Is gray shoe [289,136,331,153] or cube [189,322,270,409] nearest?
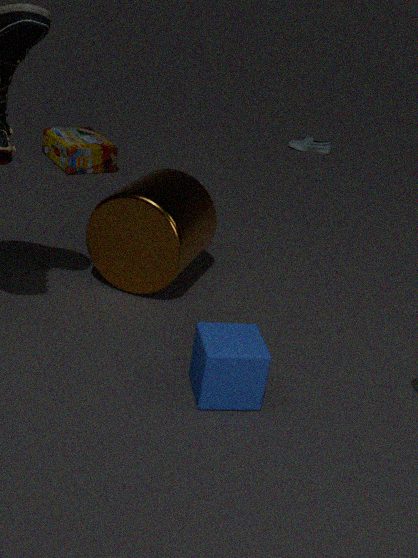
cube [189,322,270,409]
